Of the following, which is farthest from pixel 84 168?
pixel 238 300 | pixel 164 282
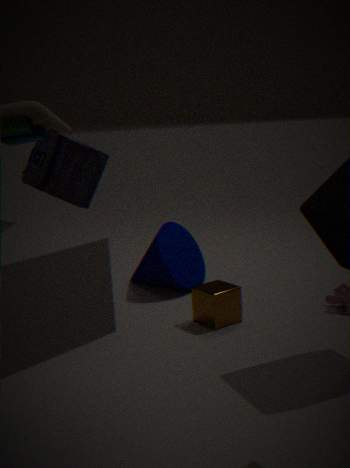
pixel 238 300
